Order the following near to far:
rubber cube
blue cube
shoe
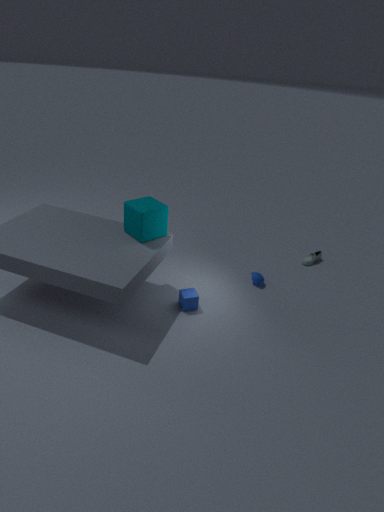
rubber cube
blue cube
shoe
